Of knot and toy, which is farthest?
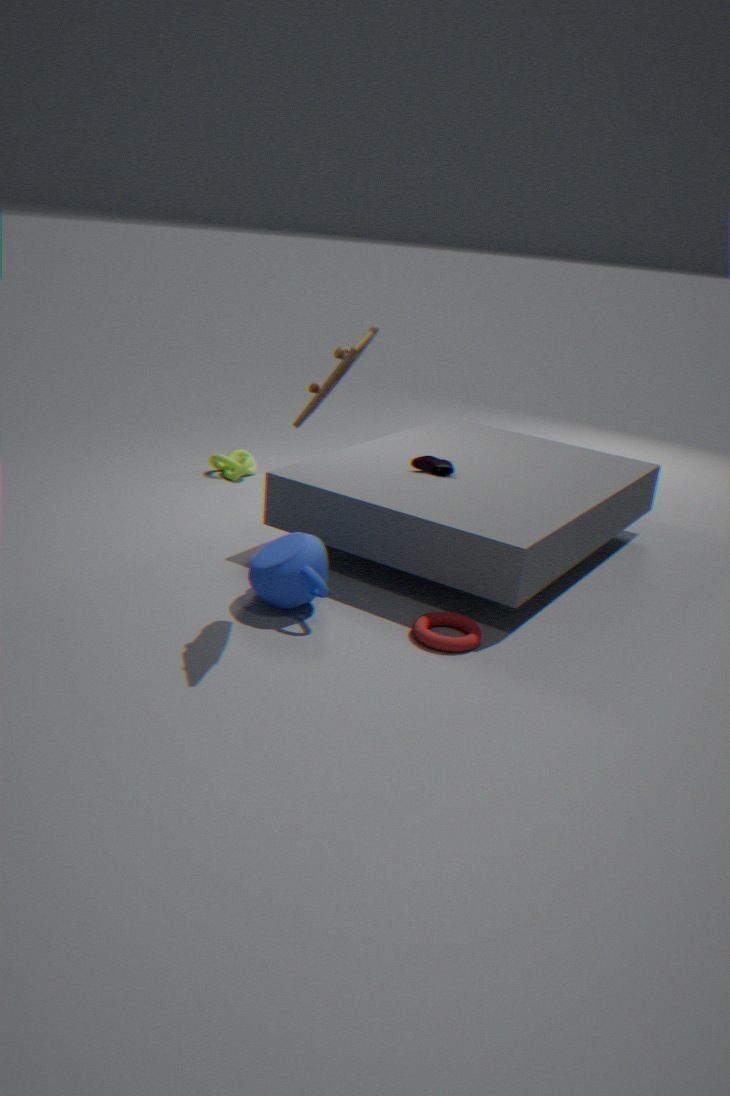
knot
